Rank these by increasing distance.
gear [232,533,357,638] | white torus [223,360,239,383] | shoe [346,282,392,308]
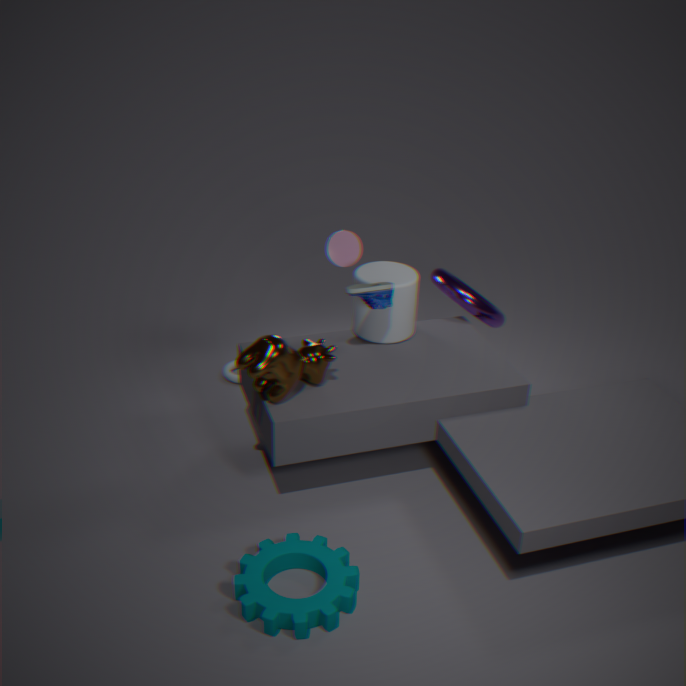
1. gear [232,533,357,638]
2. shoe [346,282,392,308]
3. white torus [223,360,239,383]
